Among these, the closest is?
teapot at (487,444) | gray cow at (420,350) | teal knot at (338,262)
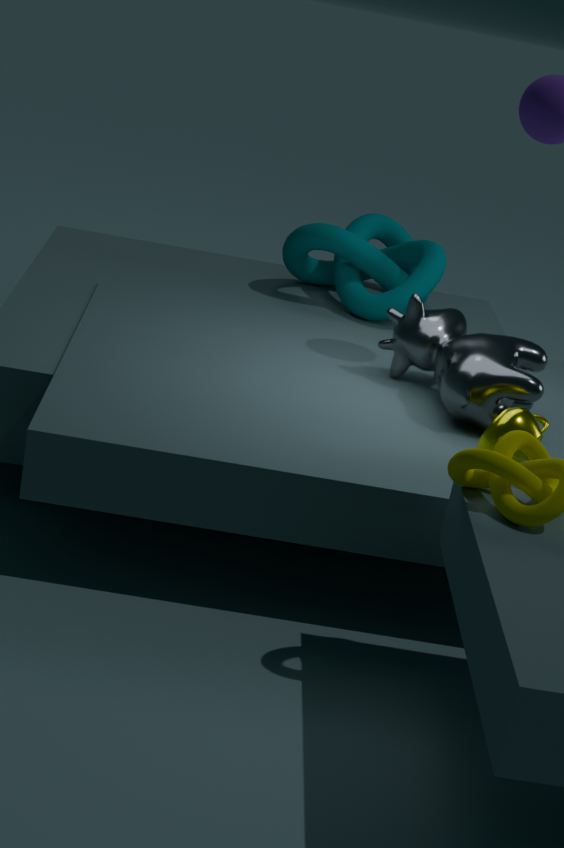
teapot at (487,444)
